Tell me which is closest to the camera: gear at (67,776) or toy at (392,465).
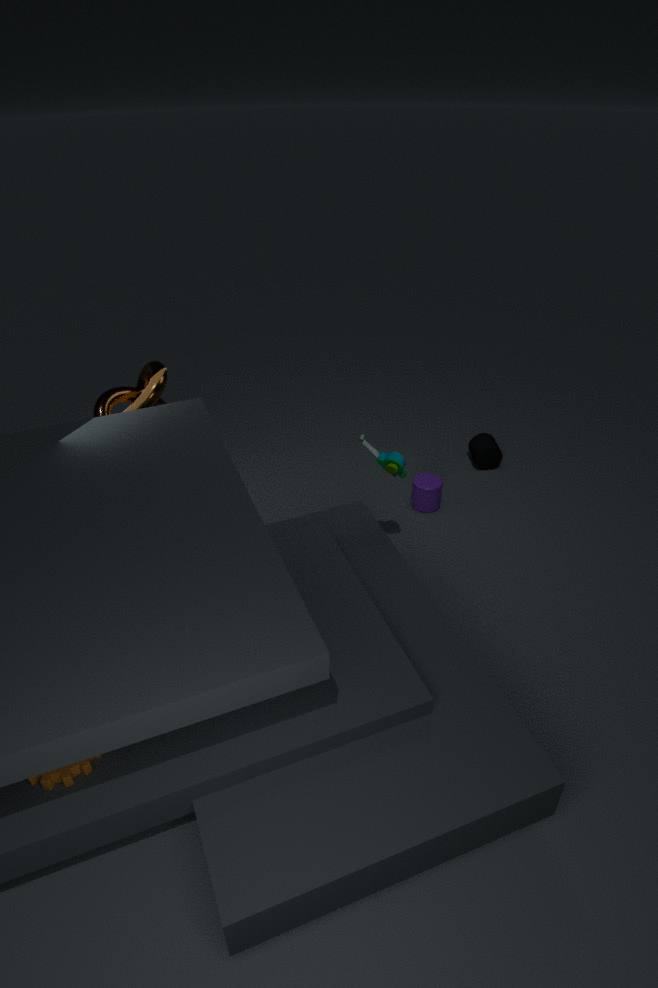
gear at (67,776)
